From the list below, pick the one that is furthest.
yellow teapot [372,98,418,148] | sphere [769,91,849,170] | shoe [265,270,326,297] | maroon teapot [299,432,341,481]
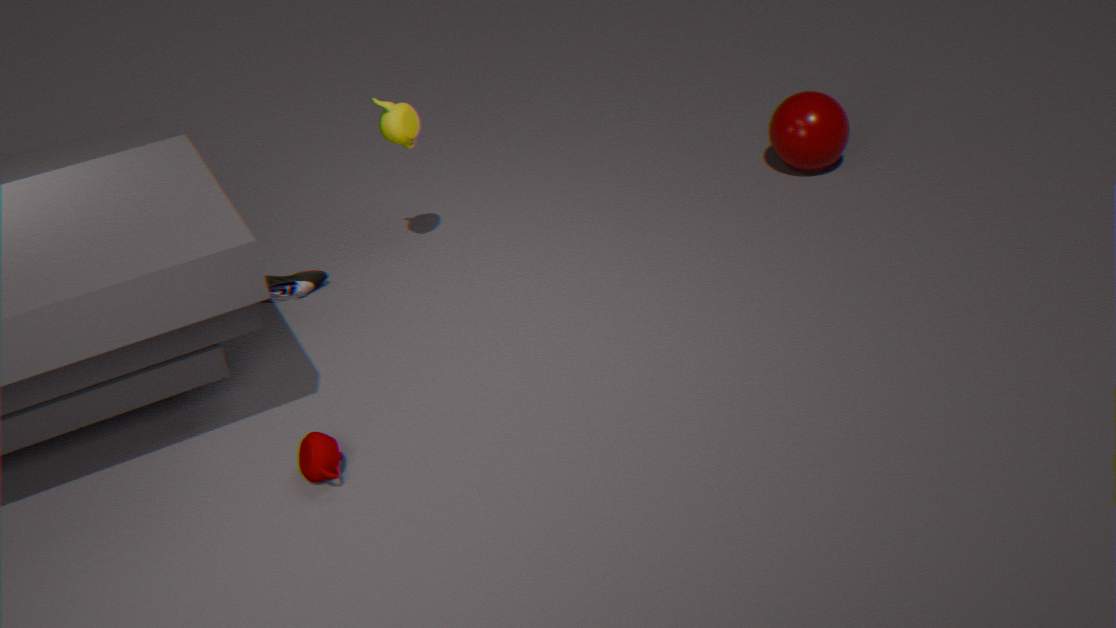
sphere [769,91,849,170]
